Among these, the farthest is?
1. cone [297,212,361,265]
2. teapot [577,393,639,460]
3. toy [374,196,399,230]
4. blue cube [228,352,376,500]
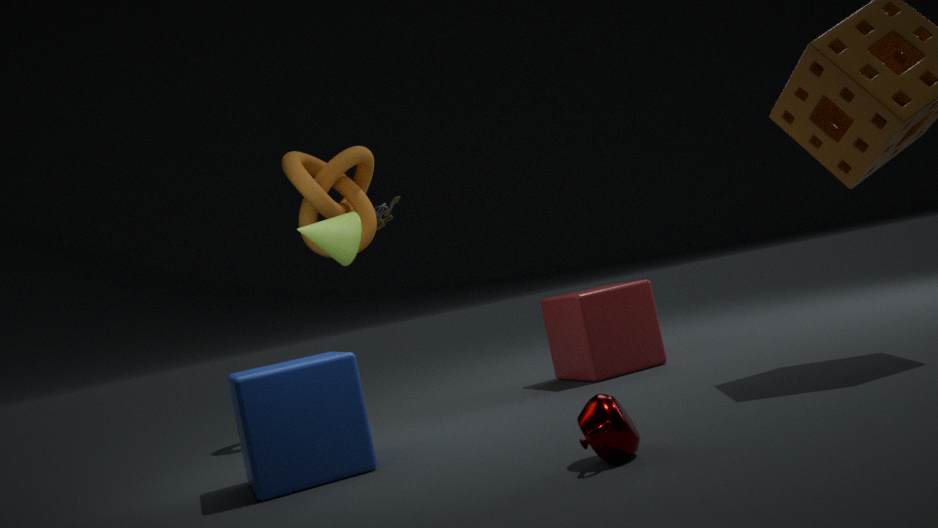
toy [374,196,399,230]
